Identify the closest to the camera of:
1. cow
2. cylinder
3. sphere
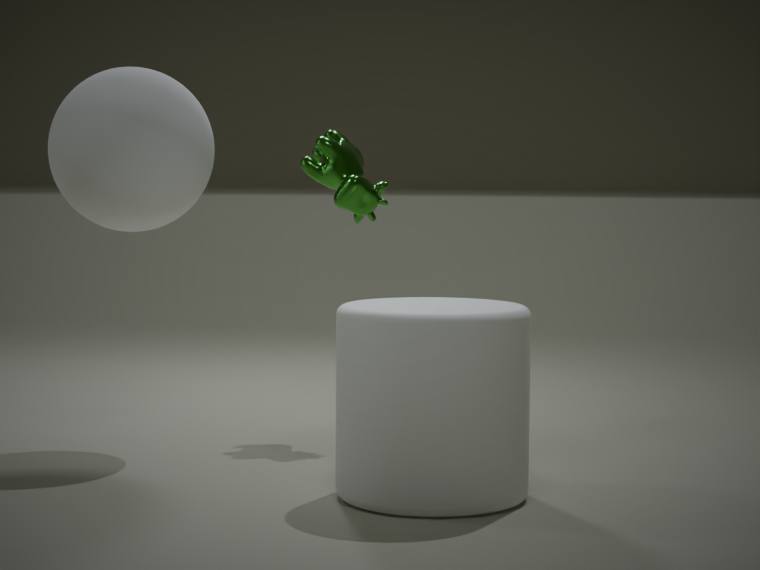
cylinder
